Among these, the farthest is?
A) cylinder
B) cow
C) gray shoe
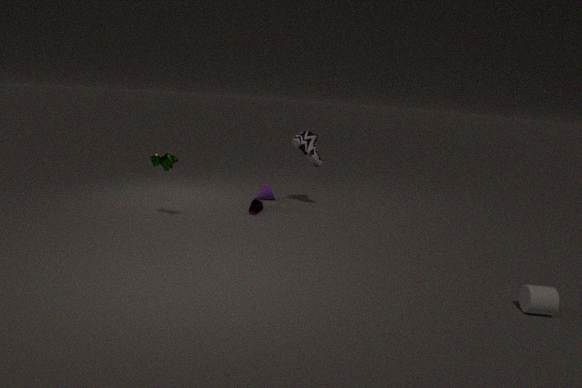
gray shoe
